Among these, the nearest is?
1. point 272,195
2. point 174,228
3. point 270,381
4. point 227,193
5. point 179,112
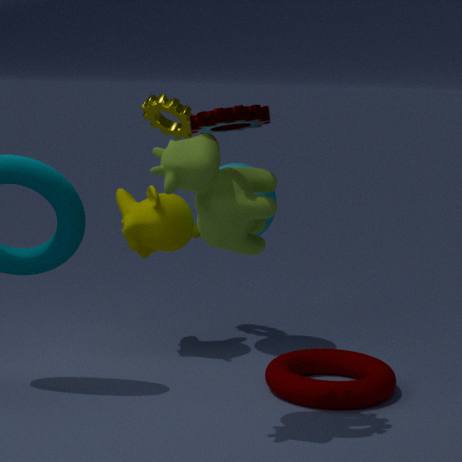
point 227,193
